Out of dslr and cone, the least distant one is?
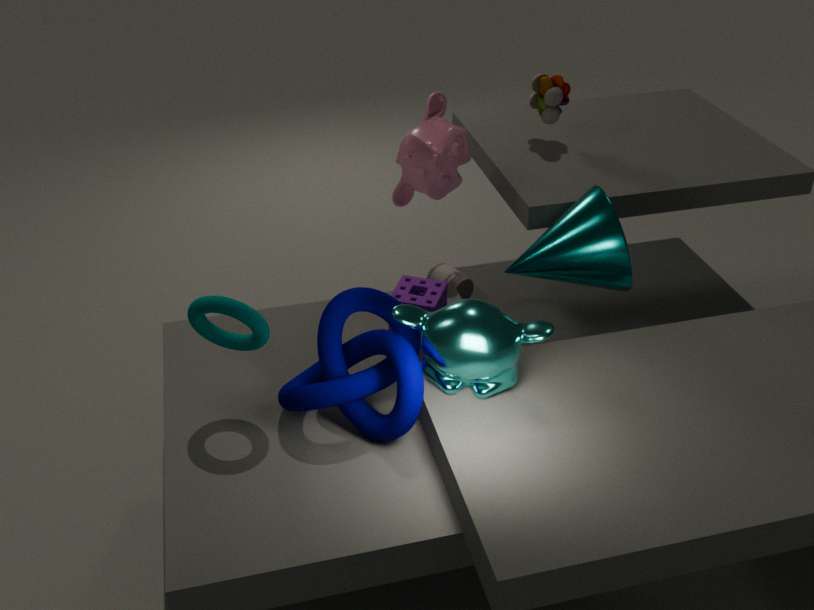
cone
